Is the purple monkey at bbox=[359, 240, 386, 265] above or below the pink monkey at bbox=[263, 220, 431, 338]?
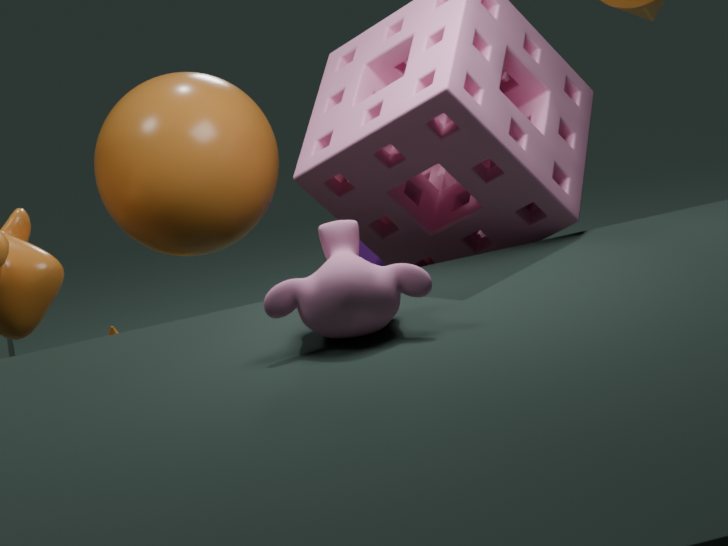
below
